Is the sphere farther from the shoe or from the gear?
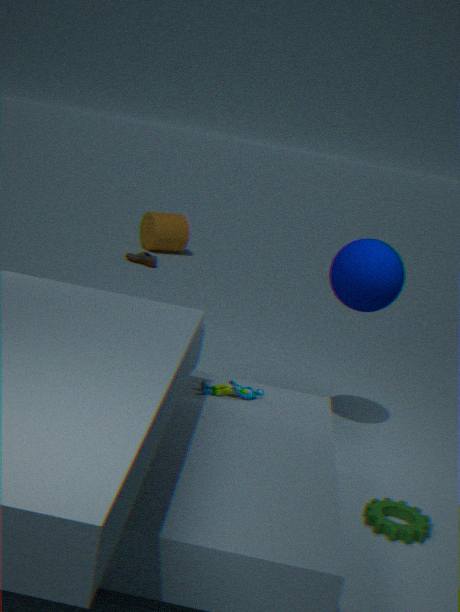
the shoe
